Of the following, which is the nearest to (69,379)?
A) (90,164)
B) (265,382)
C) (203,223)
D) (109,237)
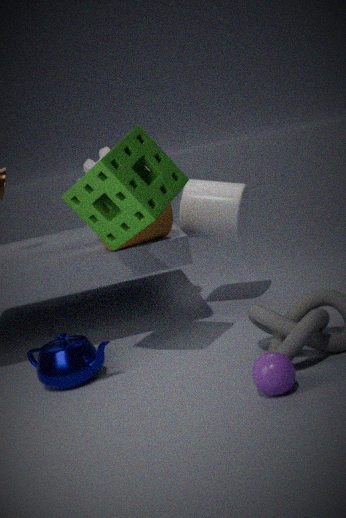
(109,237)
